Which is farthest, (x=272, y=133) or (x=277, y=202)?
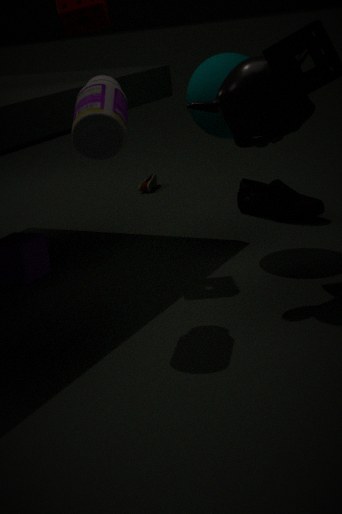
(x=277, y=202)
